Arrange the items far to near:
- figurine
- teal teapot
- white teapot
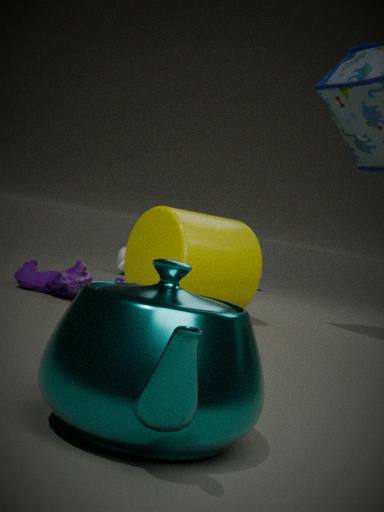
white teapot
figurine
teal teapot
